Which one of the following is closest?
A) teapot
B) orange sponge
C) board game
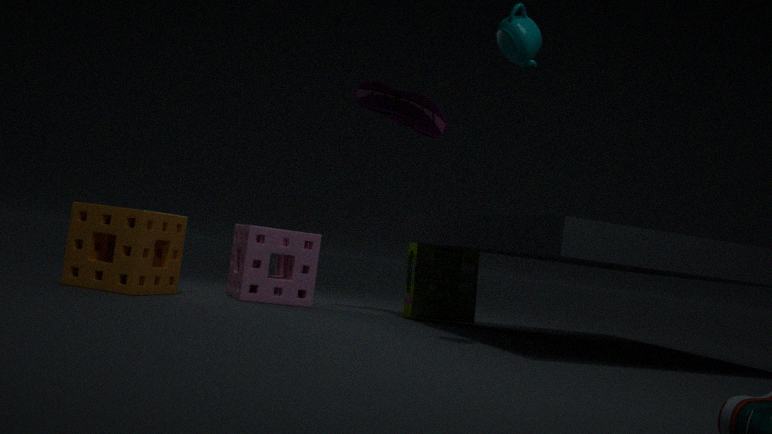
teapot
